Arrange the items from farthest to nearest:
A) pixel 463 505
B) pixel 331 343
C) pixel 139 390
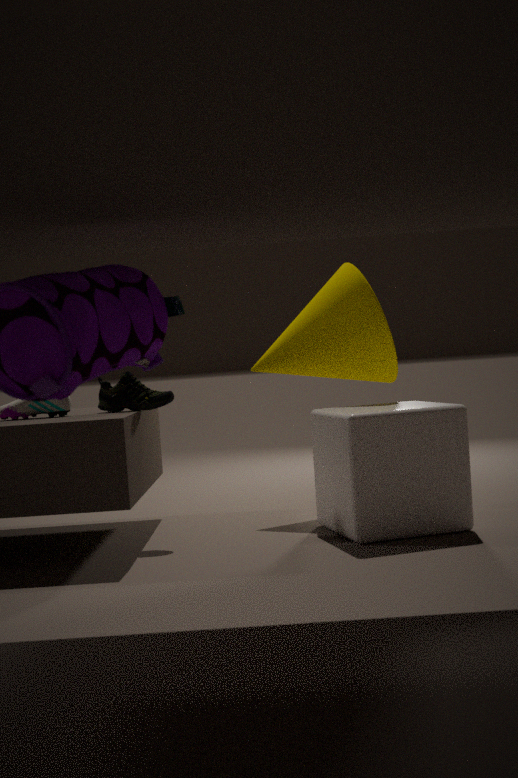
pixel 331 343, pixel 139 390, pixel 463 505
